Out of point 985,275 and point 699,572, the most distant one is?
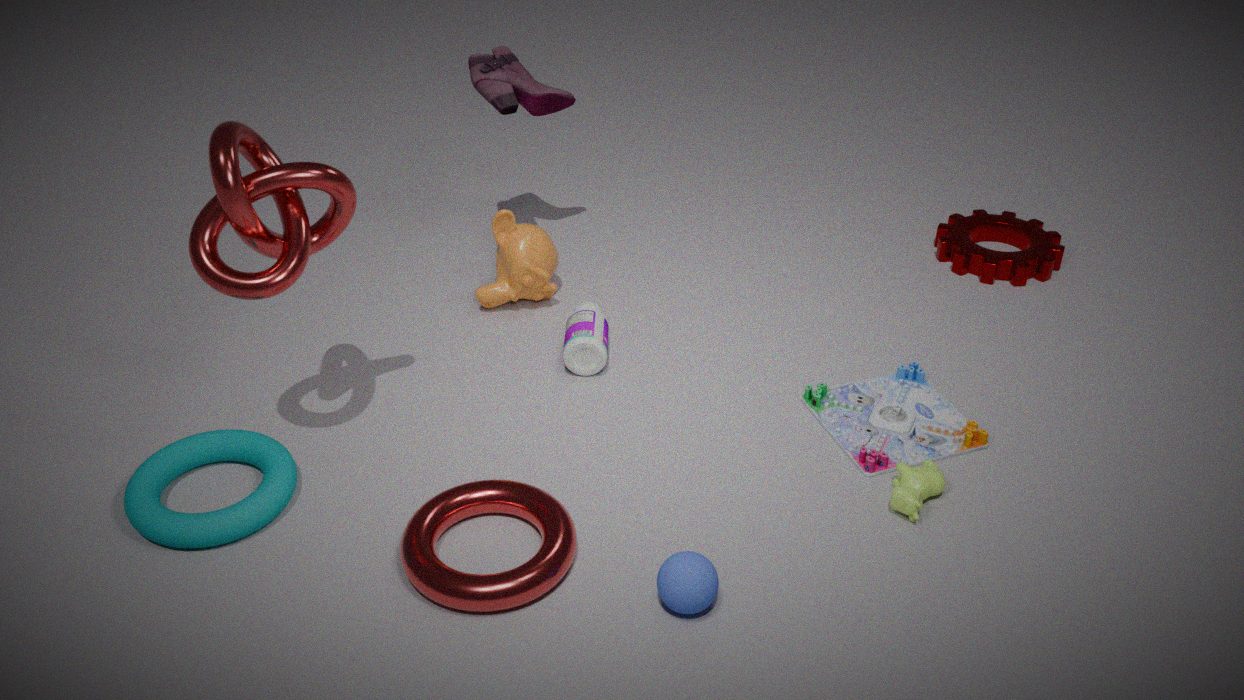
point 985,275
